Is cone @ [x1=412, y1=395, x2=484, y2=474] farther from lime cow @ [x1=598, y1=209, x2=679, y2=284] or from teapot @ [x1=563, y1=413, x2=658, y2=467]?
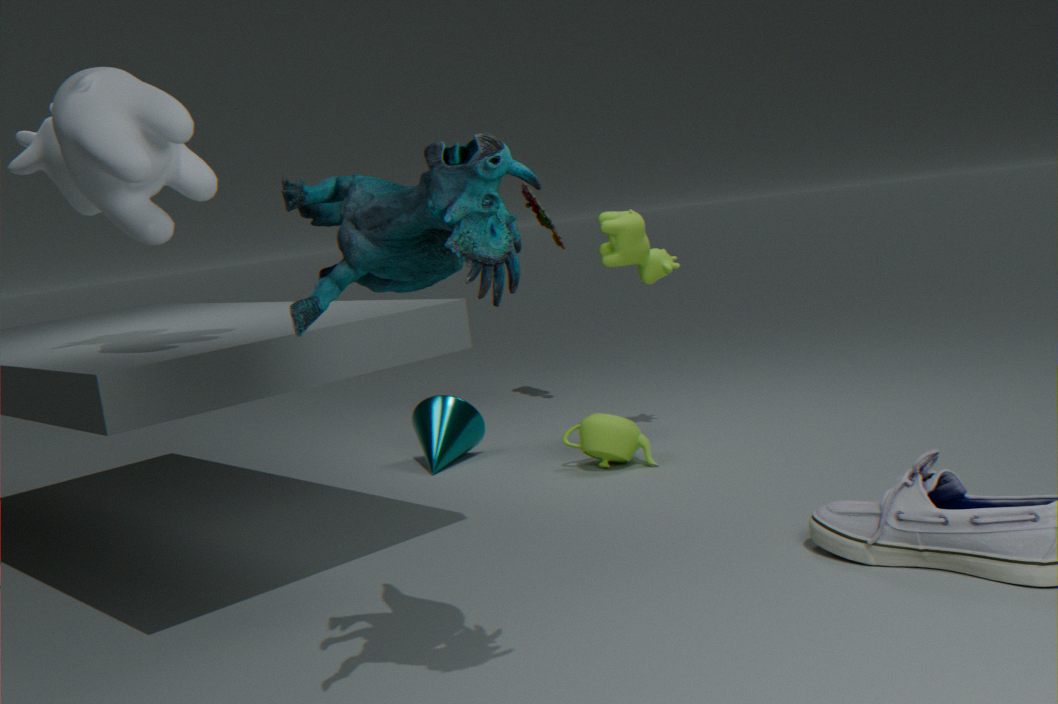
lime cow @ [x1=598, y1=209, x2=679, y2=284]
